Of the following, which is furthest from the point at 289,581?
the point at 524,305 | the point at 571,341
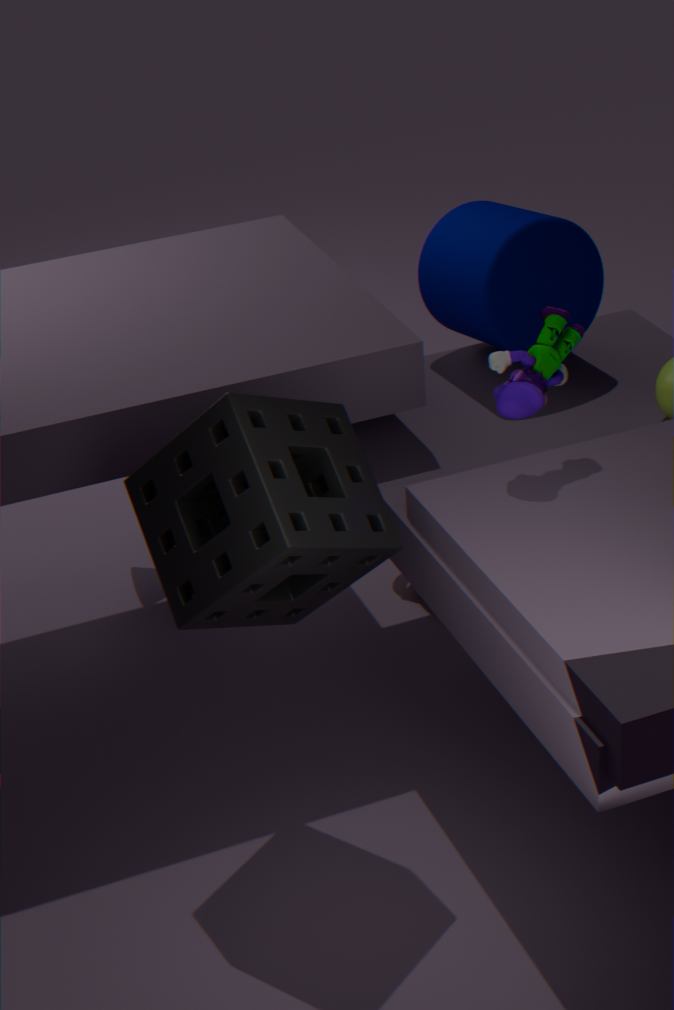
the point at 524,305
